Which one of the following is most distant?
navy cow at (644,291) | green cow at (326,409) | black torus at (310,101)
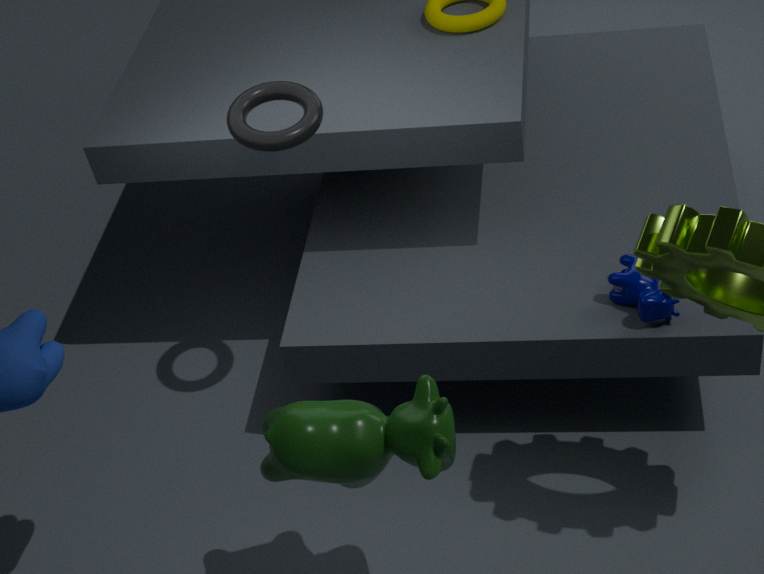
navy cow at (644,291)
